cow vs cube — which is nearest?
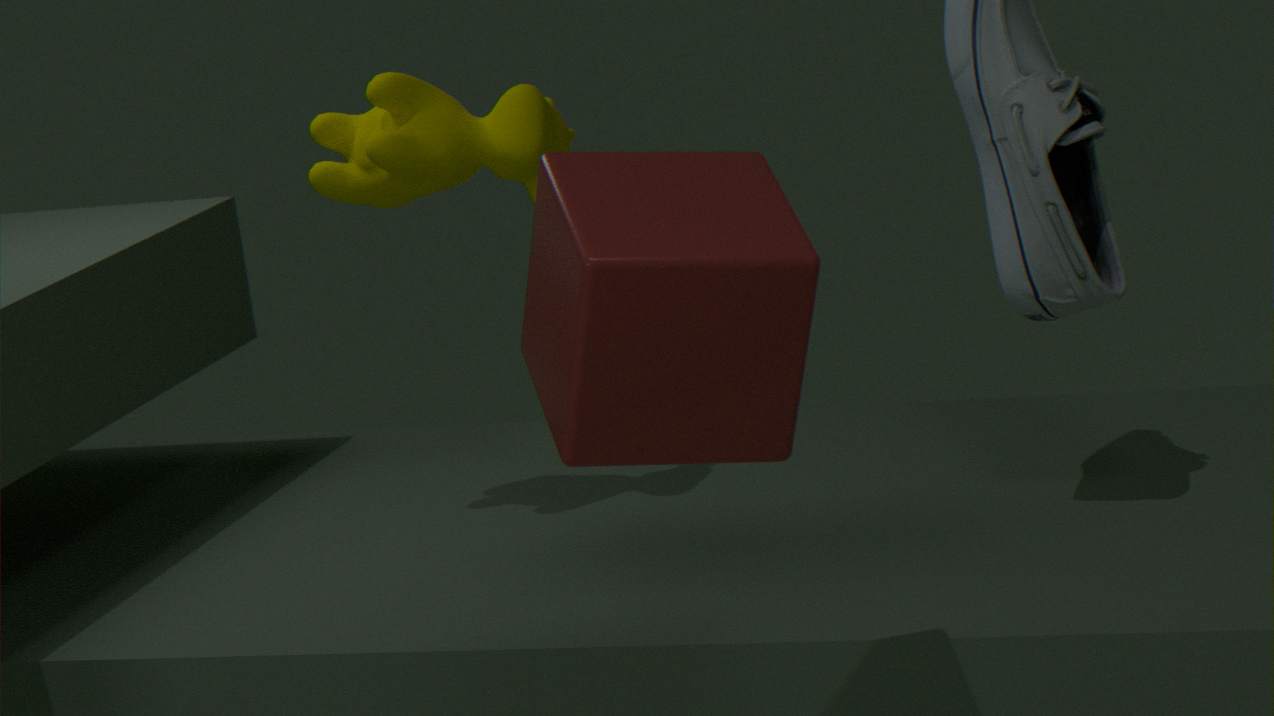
cube
